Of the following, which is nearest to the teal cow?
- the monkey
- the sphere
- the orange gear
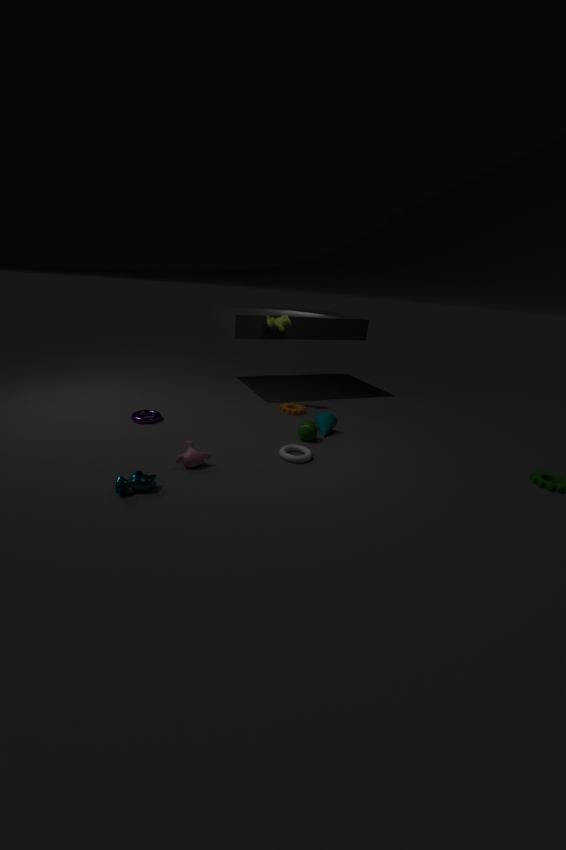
the monkey
